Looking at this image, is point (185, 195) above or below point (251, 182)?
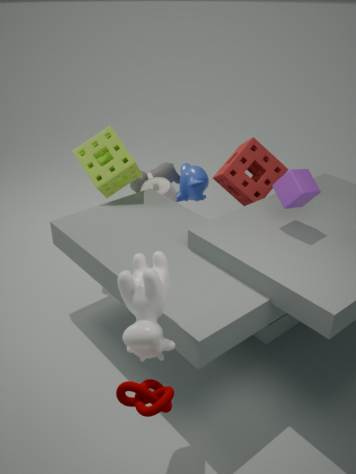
below
